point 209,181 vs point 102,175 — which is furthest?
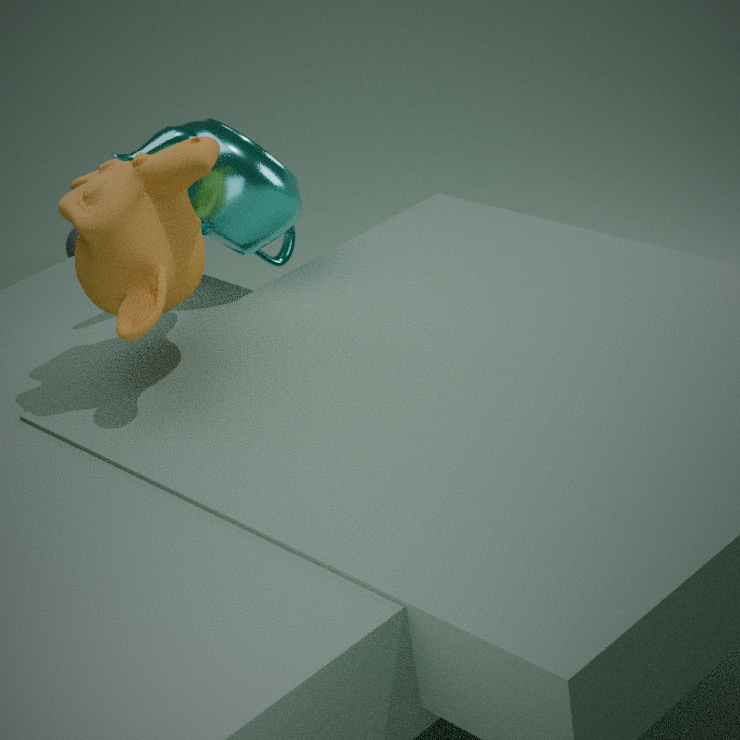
point 209,181
